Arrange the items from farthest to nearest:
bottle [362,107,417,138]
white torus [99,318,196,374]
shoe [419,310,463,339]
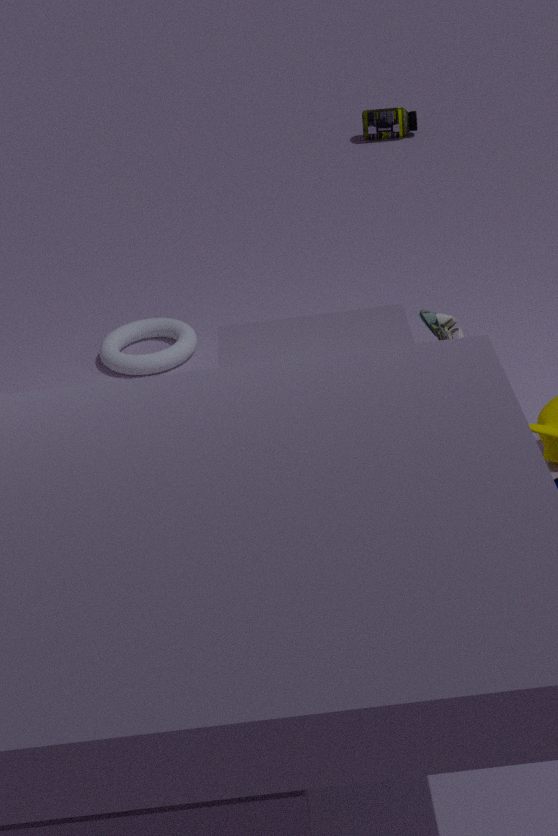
bottle [362,107,417,138], white torus [99,318,196,374], shoe [419,310,463,339]
